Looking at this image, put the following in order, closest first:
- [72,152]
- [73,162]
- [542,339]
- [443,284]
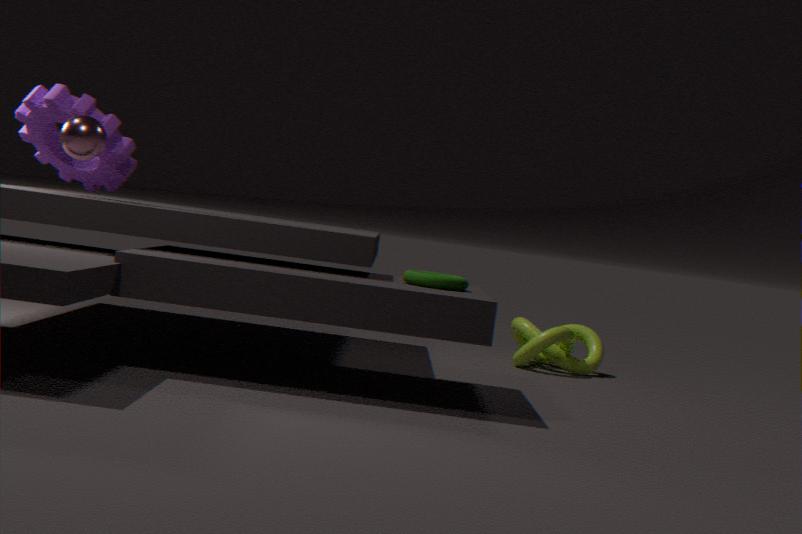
[72,152]
[443,284]
[73,162]
[542,339]
